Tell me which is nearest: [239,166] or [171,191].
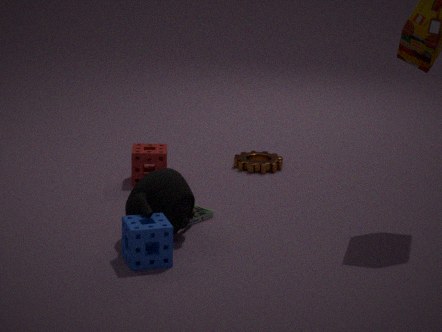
[171,191]
